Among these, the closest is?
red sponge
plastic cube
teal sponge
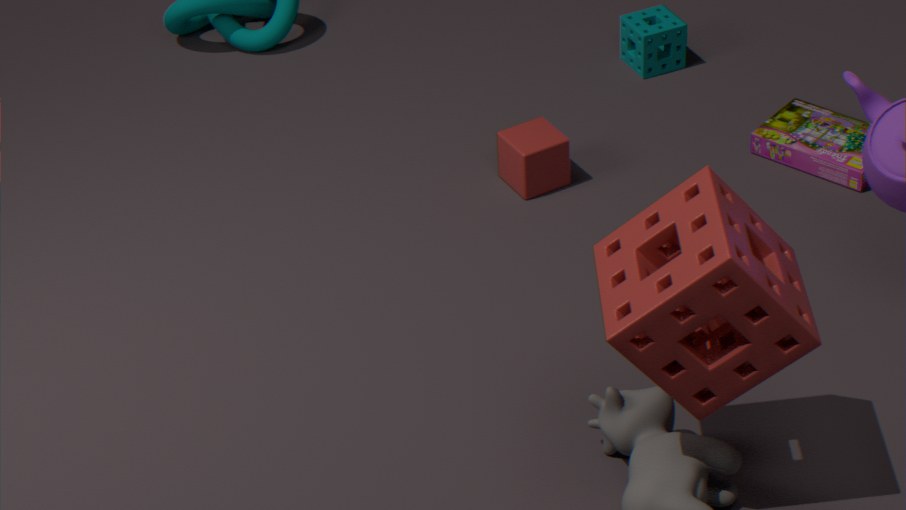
red sponge
